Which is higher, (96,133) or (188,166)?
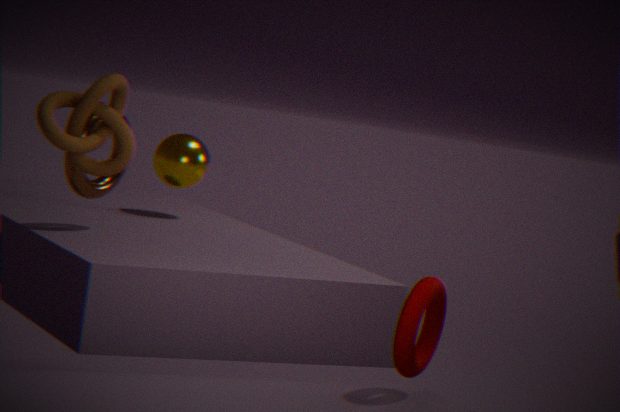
(96,133)
